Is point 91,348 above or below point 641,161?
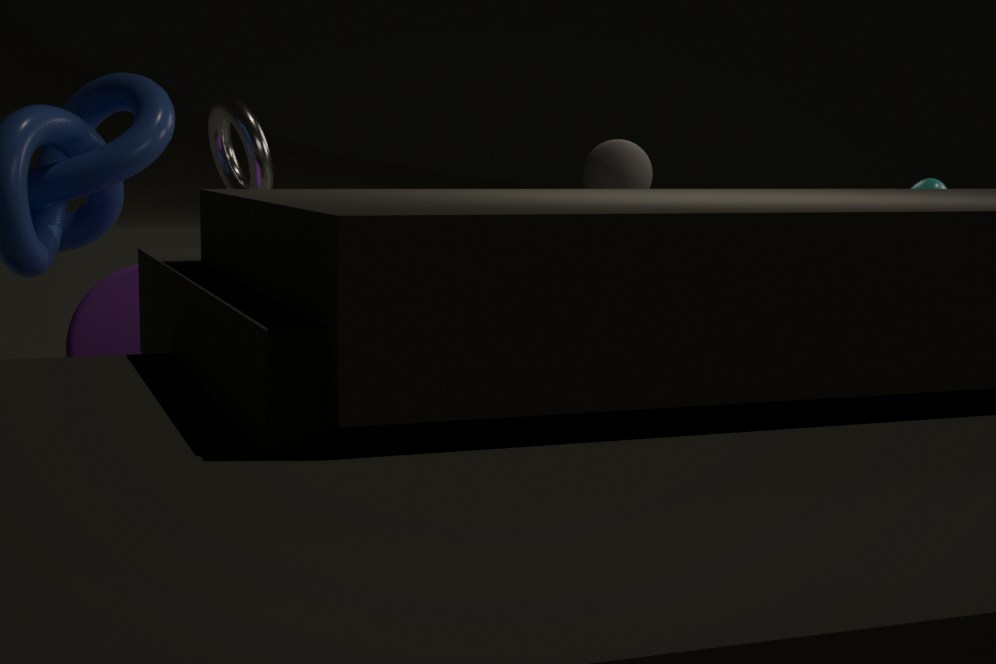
below
